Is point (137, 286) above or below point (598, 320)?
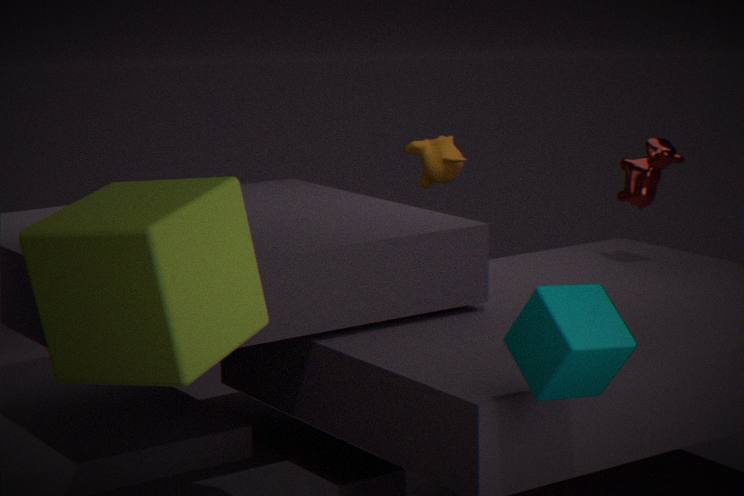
above
